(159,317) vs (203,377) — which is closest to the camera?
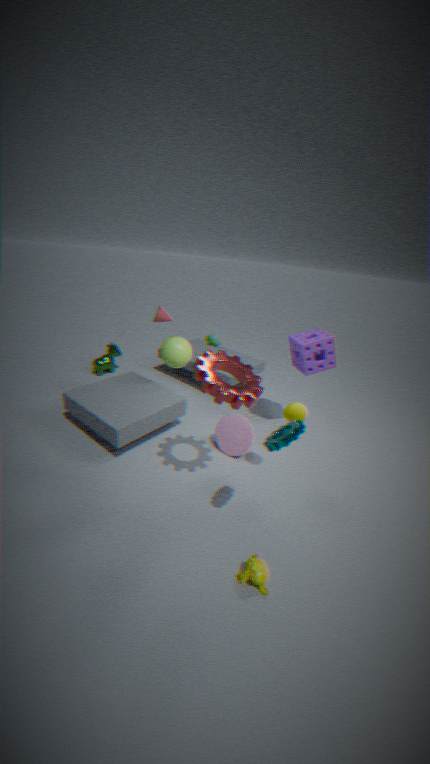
(203,377)
